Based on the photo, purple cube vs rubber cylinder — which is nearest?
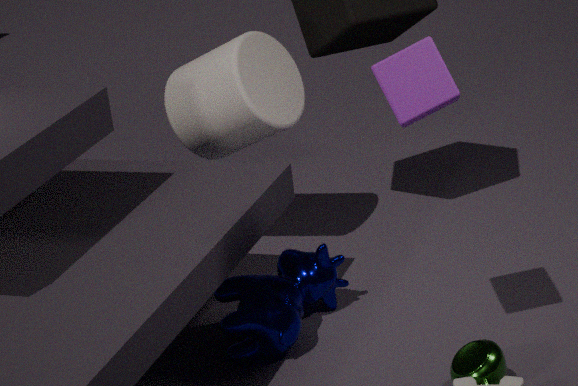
purple cube
